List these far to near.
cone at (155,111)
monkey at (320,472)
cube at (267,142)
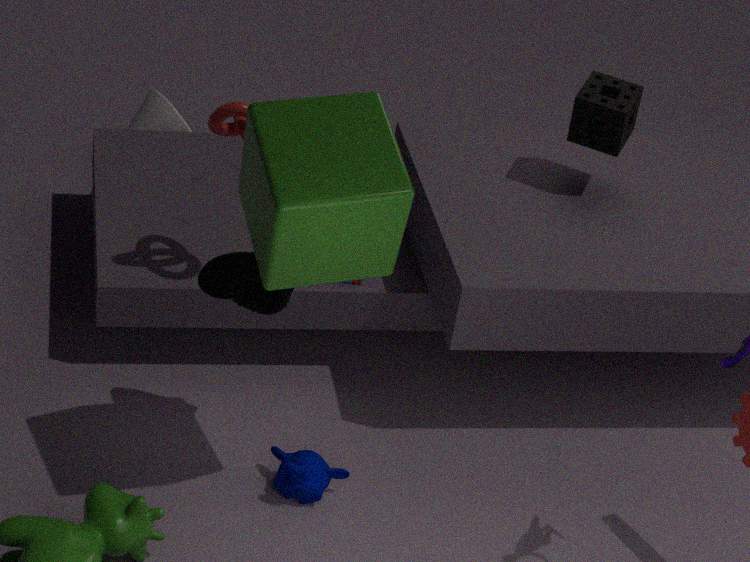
1. cone at (155,111)
2. monkey at (320,472)
3. cube at (267,142)
